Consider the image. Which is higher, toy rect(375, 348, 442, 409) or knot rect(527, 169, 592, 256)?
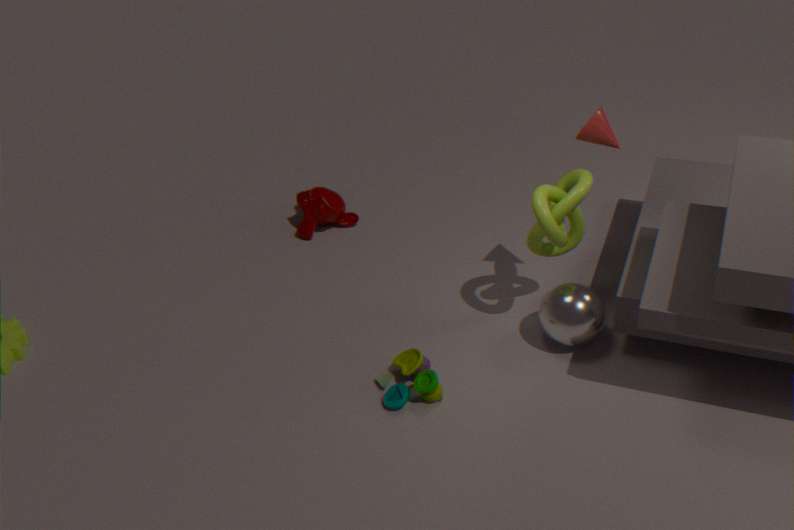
knot rect(527, 169, 592, 256)
